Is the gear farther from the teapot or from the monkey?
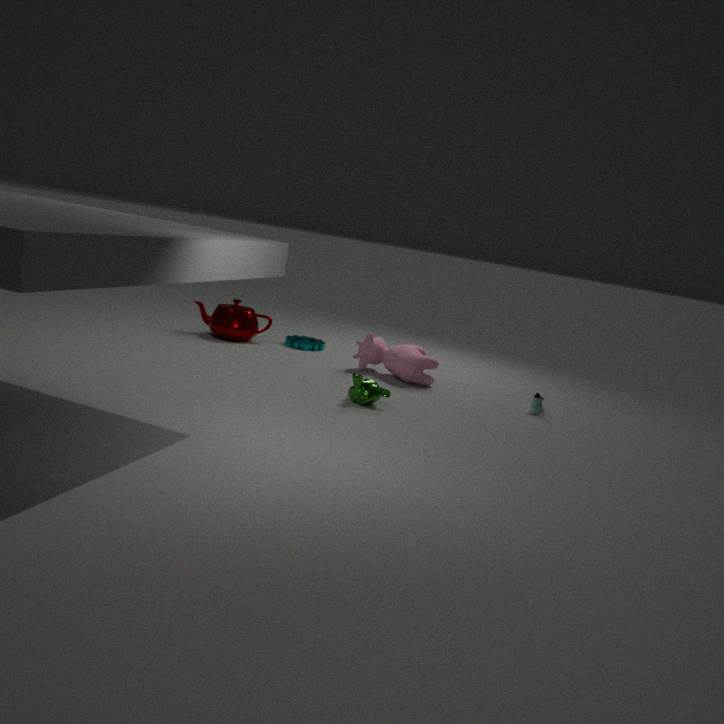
the monkey
